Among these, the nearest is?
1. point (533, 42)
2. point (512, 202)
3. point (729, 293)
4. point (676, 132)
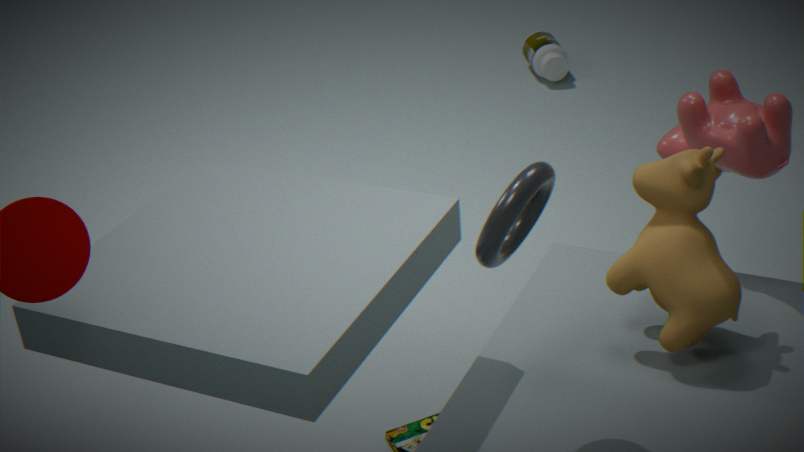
point (512, 202)
